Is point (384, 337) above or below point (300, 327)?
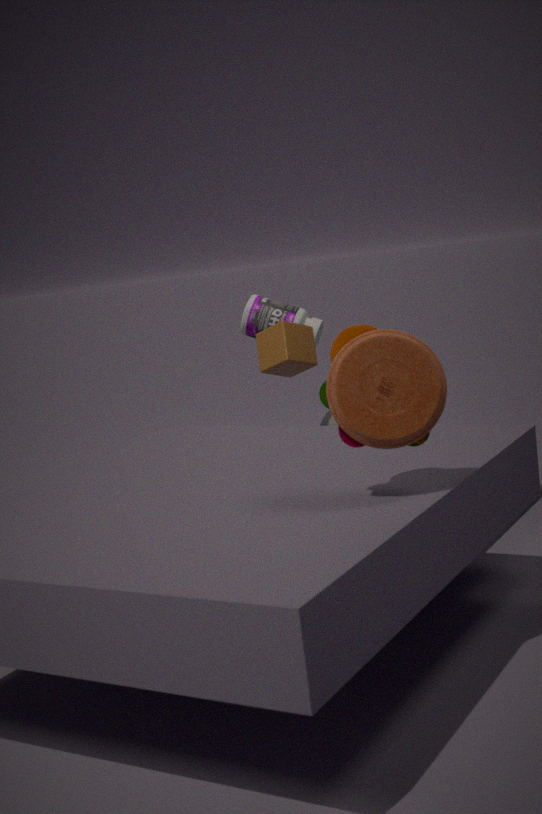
above
